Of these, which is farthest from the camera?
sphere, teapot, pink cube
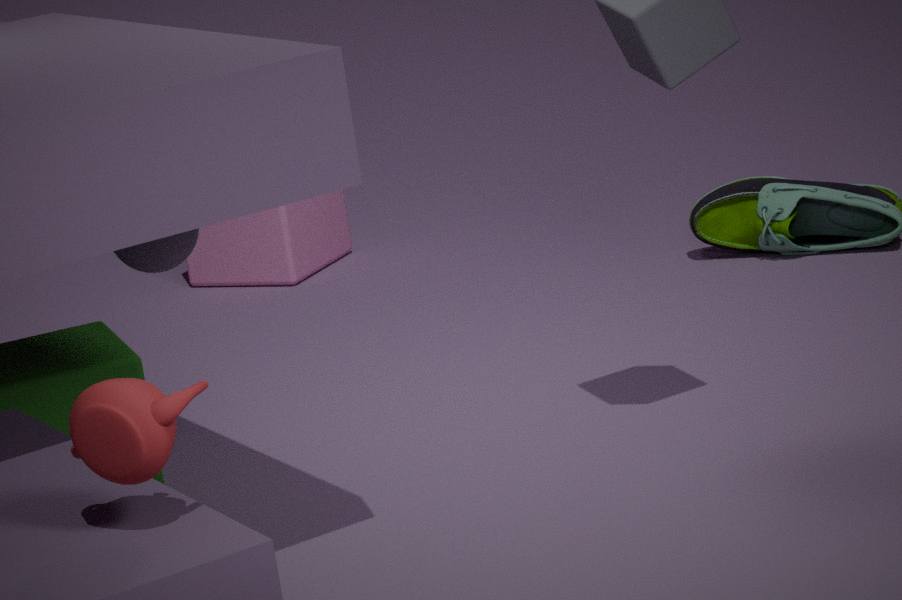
pink cube
